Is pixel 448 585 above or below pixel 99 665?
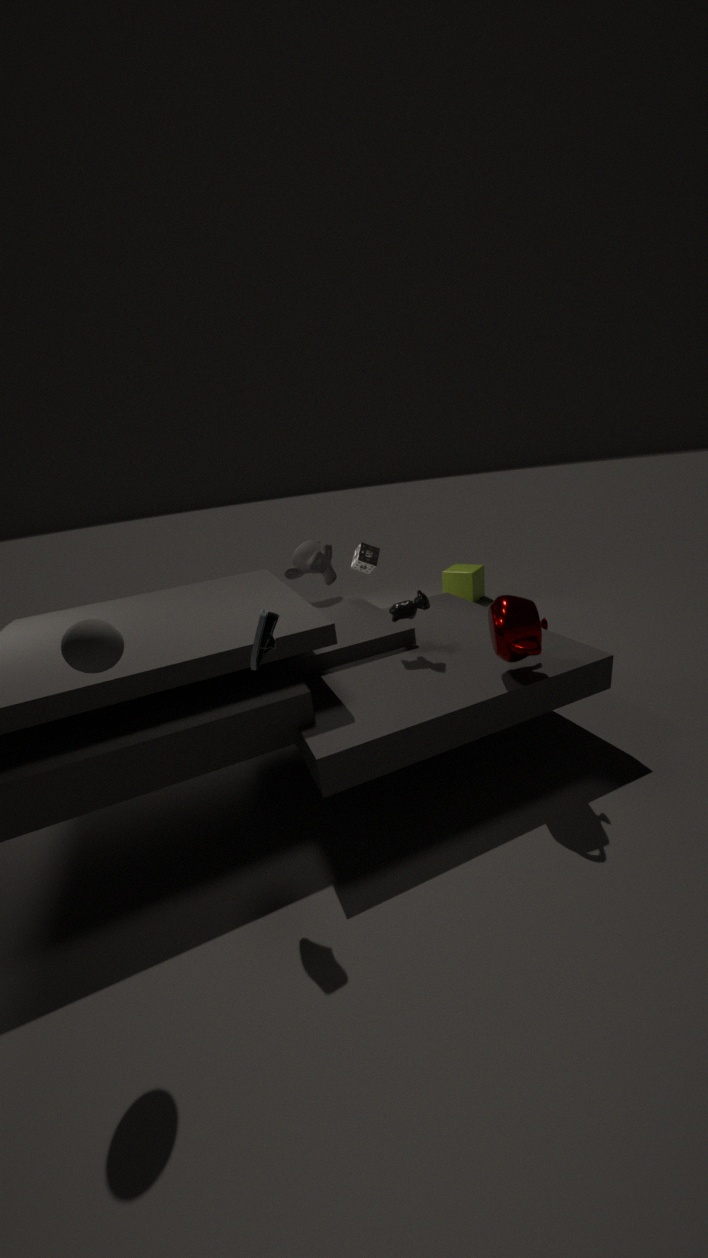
below
